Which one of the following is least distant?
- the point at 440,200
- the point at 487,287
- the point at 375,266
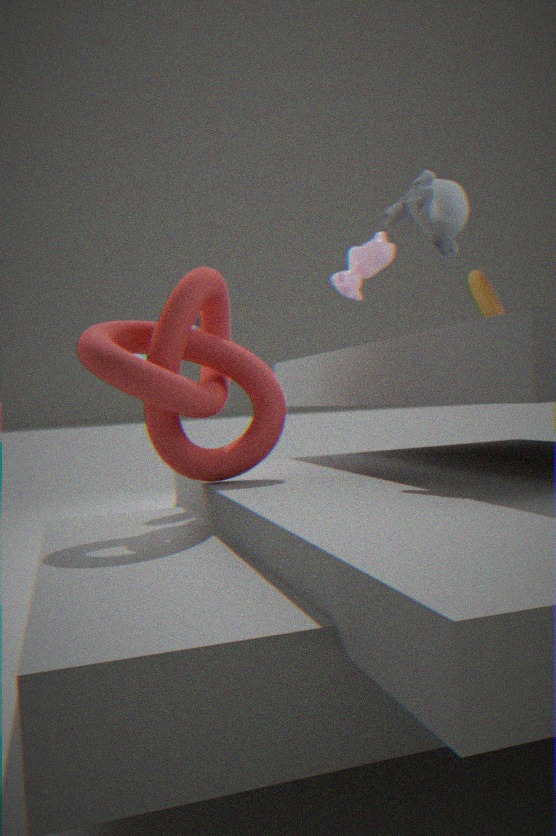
the point at 440,200
